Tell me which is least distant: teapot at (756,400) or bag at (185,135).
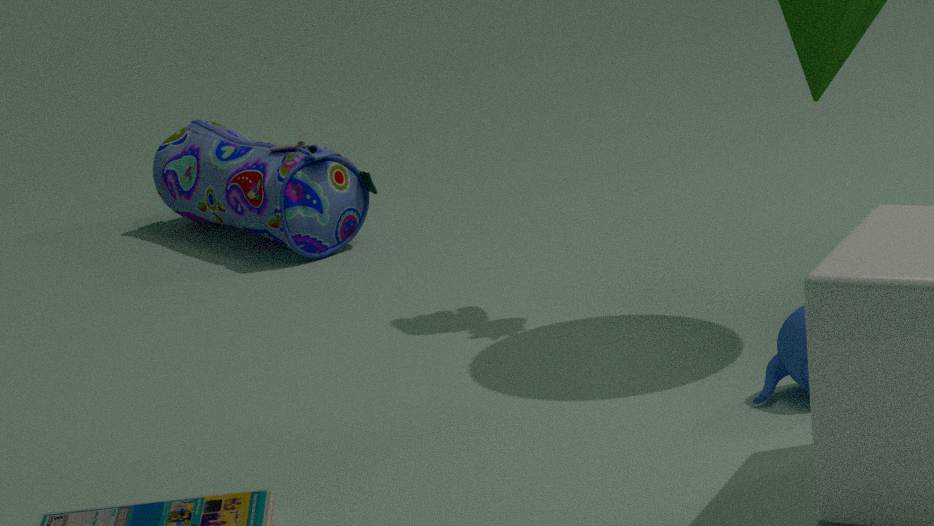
teapot at (756,400)
